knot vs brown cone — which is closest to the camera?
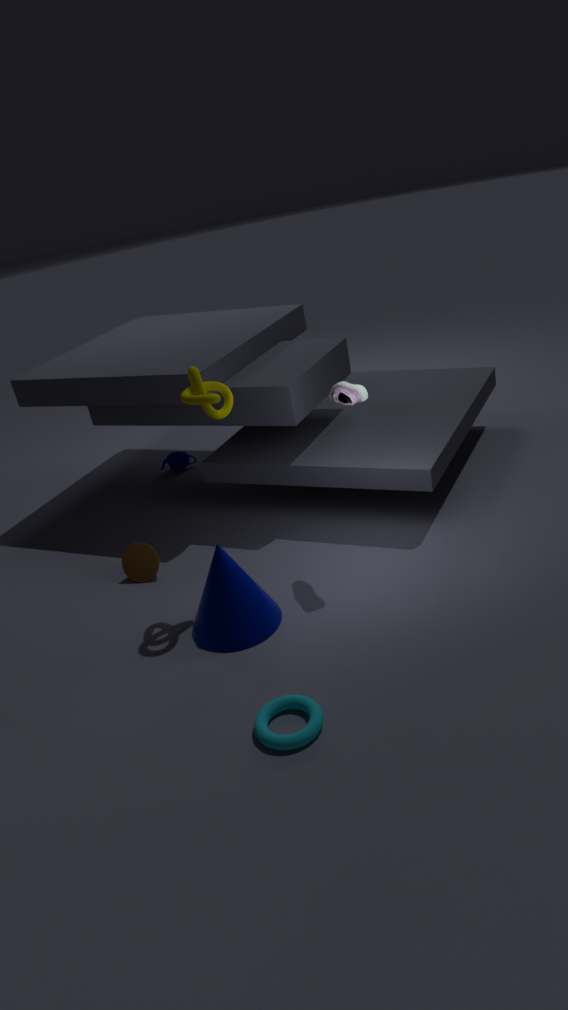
knot
